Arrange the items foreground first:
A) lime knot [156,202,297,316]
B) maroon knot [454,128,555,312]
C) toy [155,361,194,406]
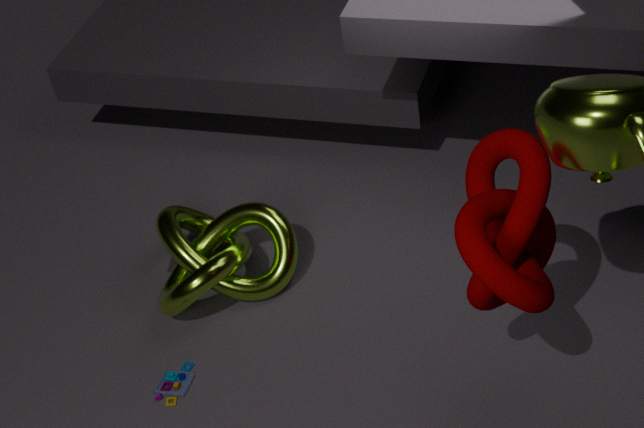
maroon knot [454,128,555,312]
toy [155,361,194,406]
lime knot [156,202,297,316]
